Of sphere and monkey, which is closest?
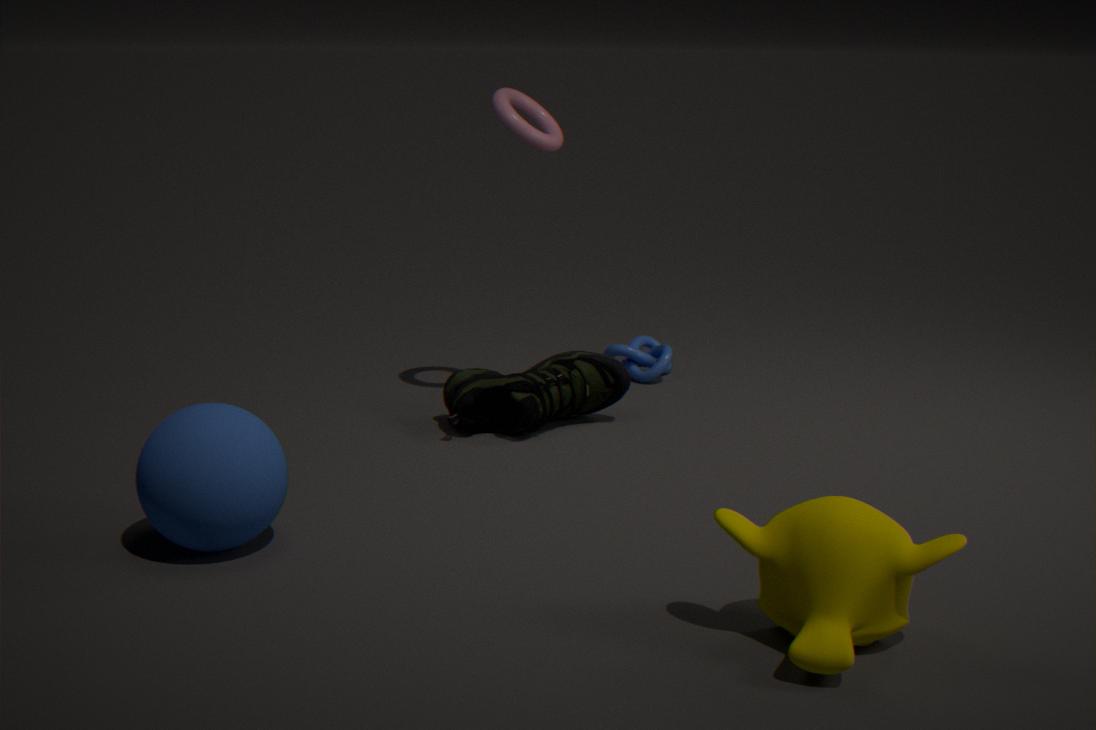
monkey
